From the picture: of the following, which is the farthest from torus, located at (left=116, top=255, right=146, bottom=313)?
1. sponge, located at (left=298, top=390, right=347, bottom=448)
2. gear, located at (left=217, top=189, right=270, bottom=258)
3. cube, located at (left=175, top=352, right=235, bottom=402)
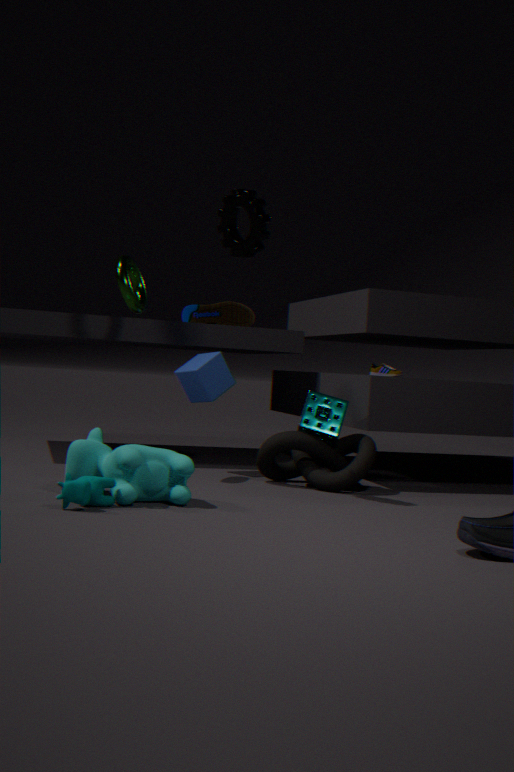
sponge, located at (left=298, top=390, right=347, bottom=448)
